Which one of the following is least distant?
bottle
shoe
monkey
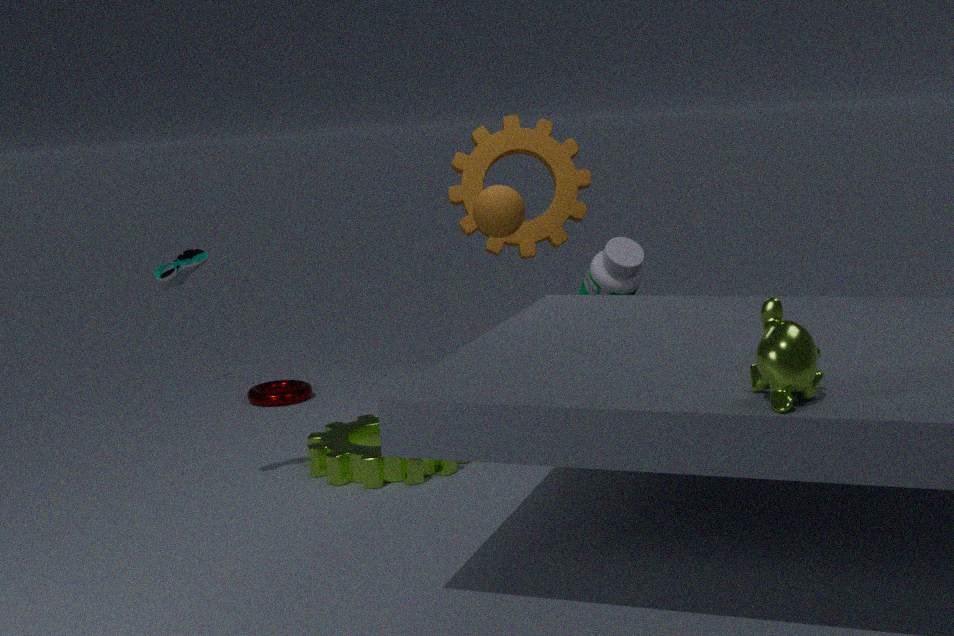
monkey
